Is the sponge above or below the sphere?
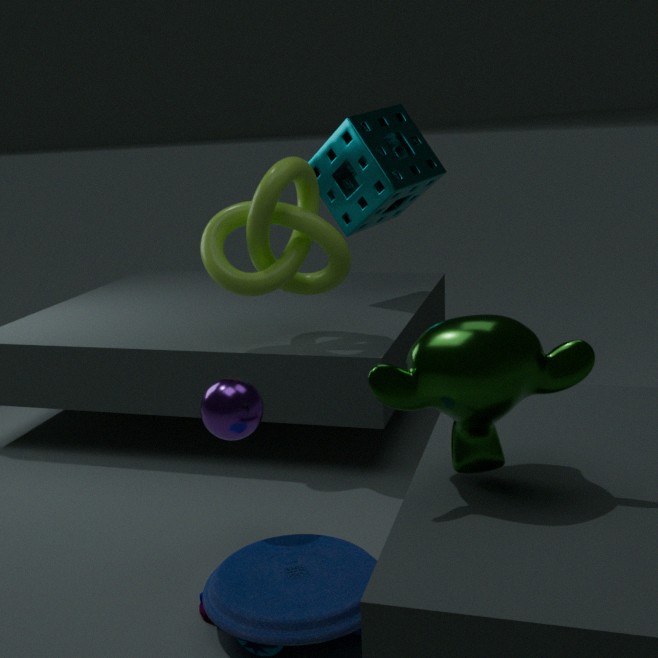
above
